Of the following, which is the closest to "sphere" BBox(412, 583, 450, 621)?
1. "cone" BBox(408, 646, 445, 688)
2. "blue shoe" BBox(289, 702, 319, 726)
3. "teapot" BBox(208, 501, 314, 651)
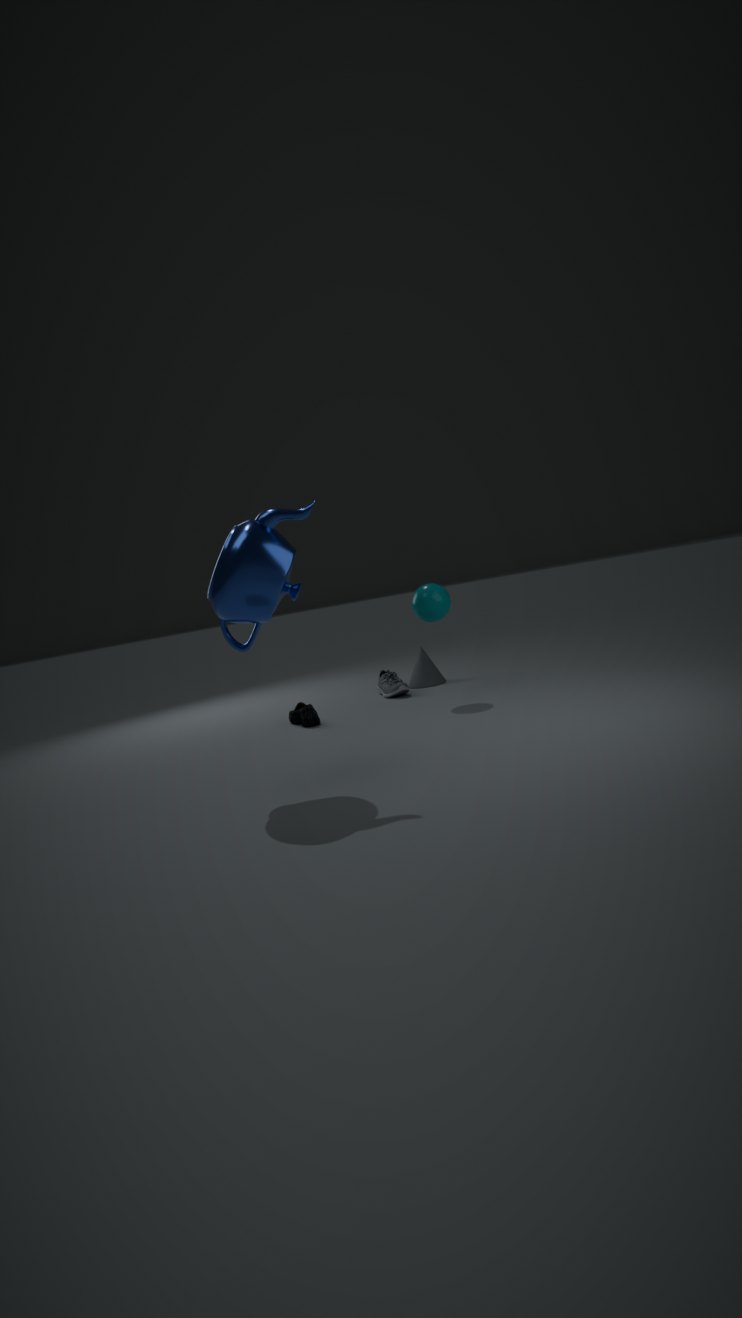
"cone" BBox(408, 646, 445, 688)
